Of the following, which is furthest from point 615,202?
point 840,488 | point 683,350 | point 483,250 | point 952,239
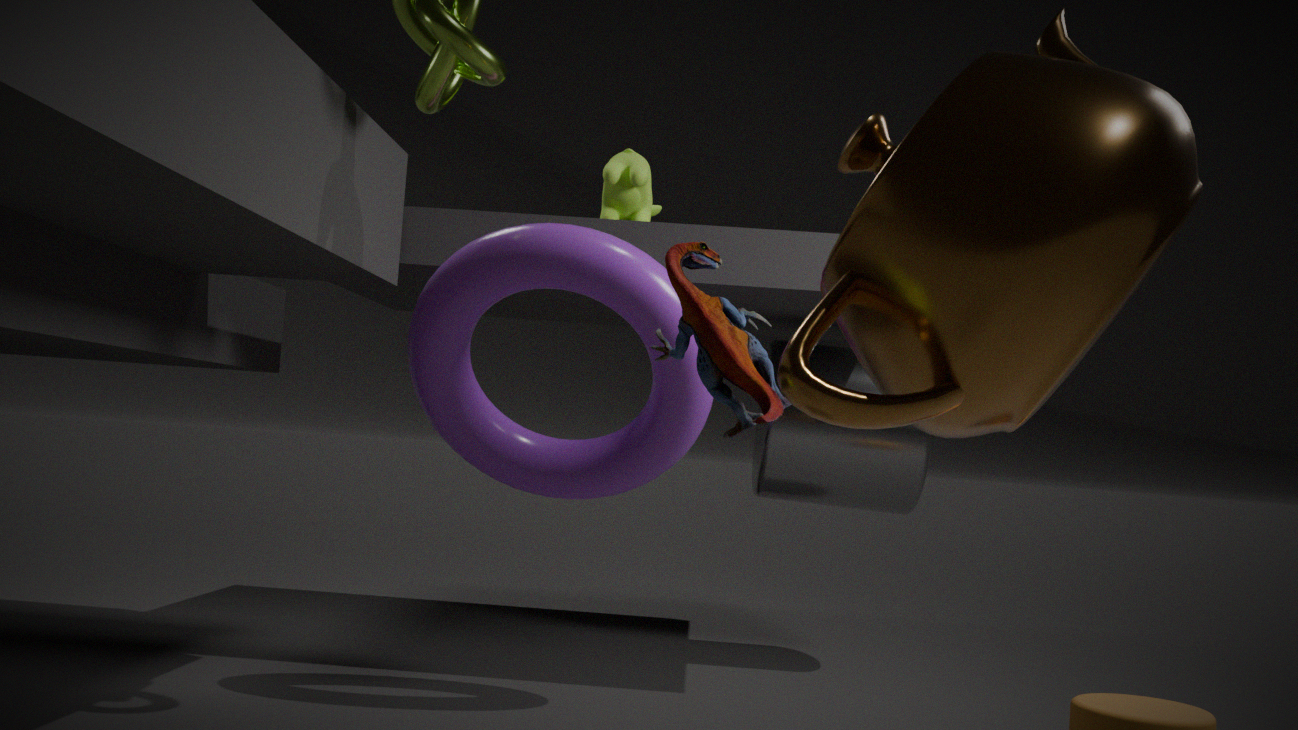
point 952,239
